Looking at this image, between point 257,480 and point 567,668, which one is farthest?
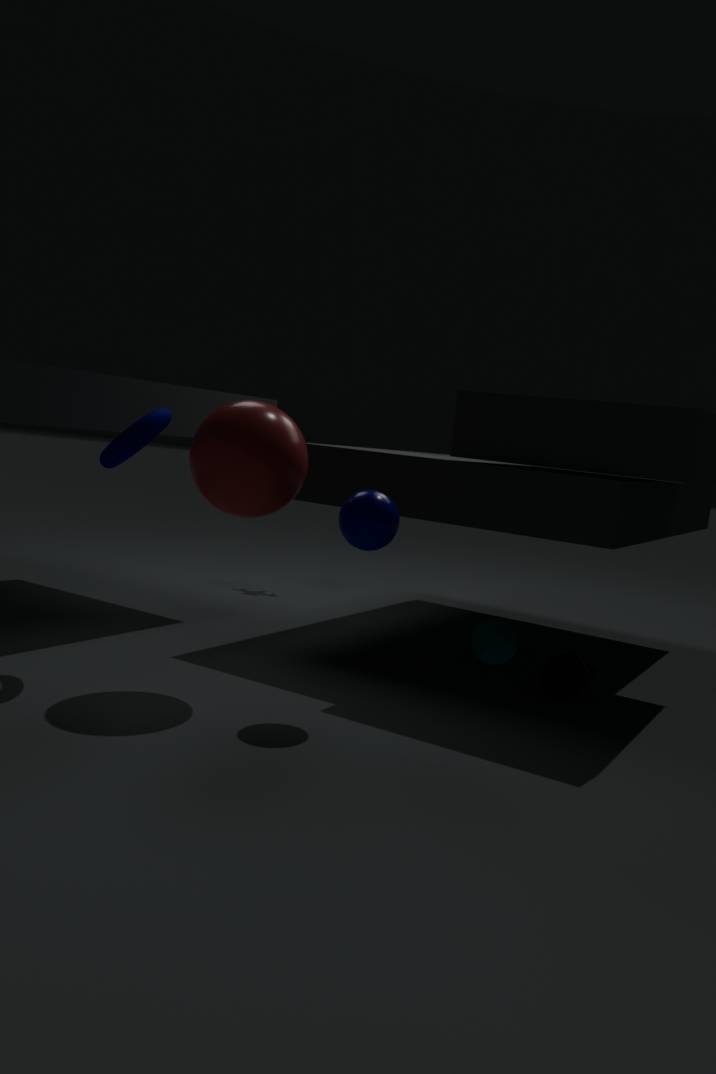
point 567,668
